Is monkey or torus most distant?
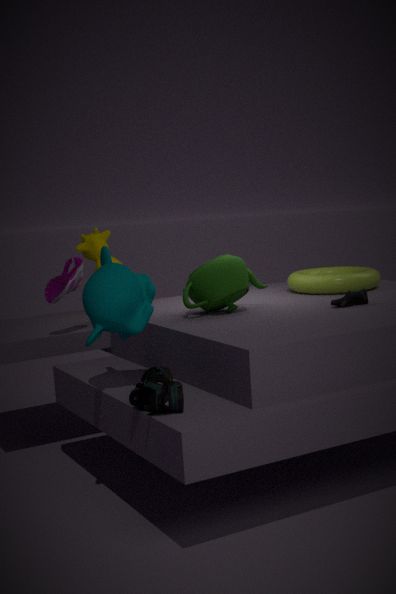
torus
